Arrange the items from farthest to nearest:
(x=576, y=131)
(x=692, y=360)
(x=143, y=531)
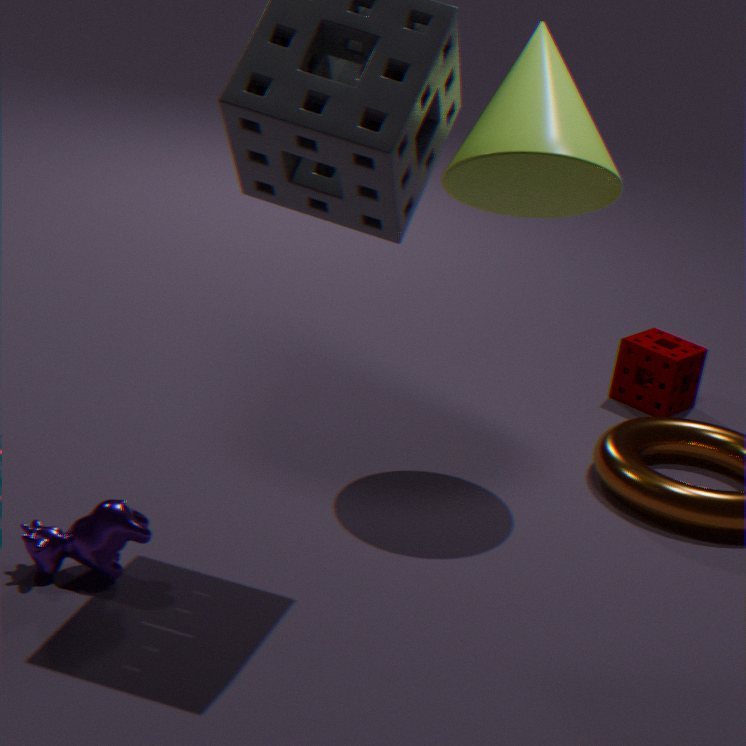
(x=692, y=360)
(x=576, y=131)
(x=143, y=531)
